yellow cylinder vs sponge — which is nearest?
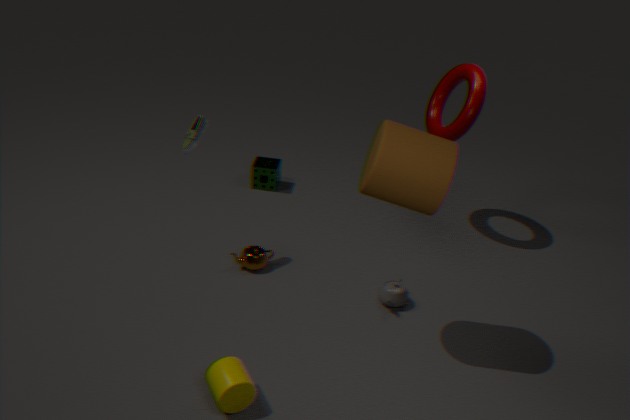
yellow cylinder
